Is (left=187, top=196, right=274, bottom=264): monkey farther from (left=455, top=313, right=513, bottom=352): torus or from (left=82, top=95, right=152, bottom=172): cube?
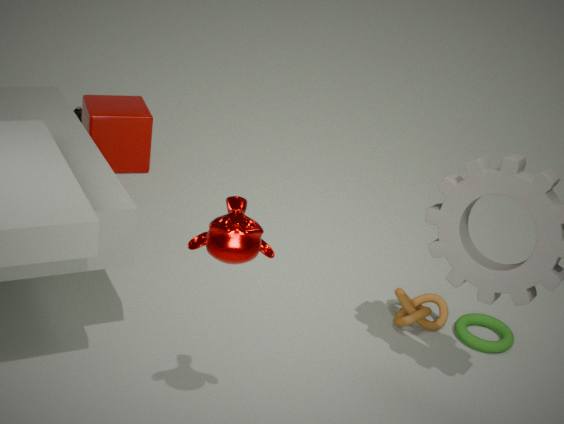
(left=82, top=95, right=152, bottom=172): cube
